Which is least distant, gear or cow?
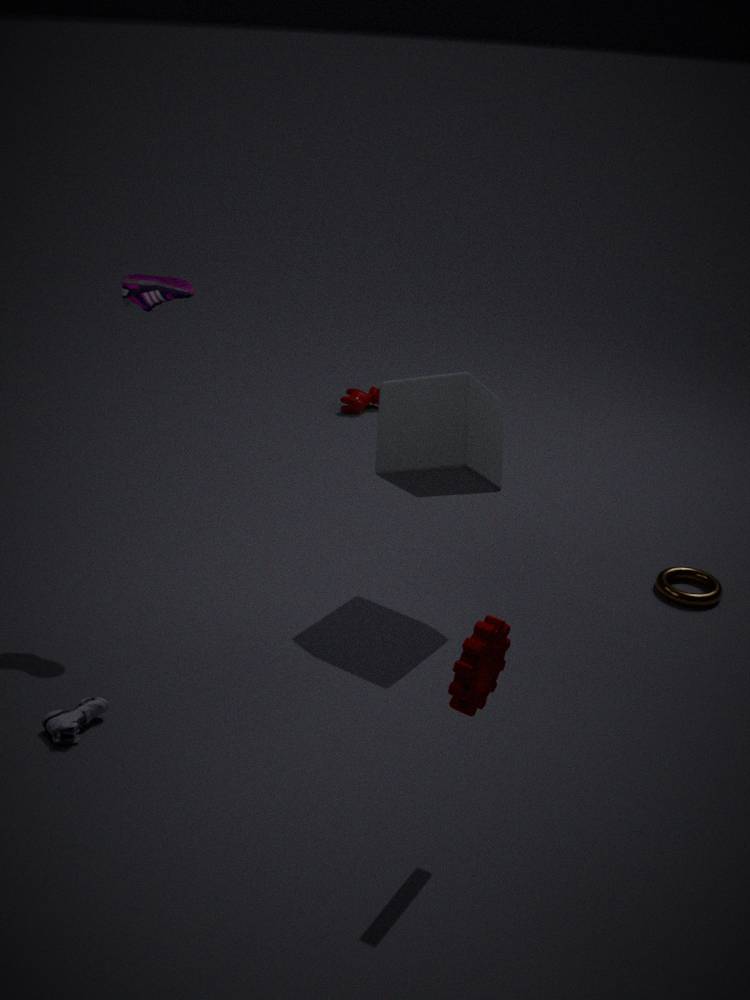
gear
